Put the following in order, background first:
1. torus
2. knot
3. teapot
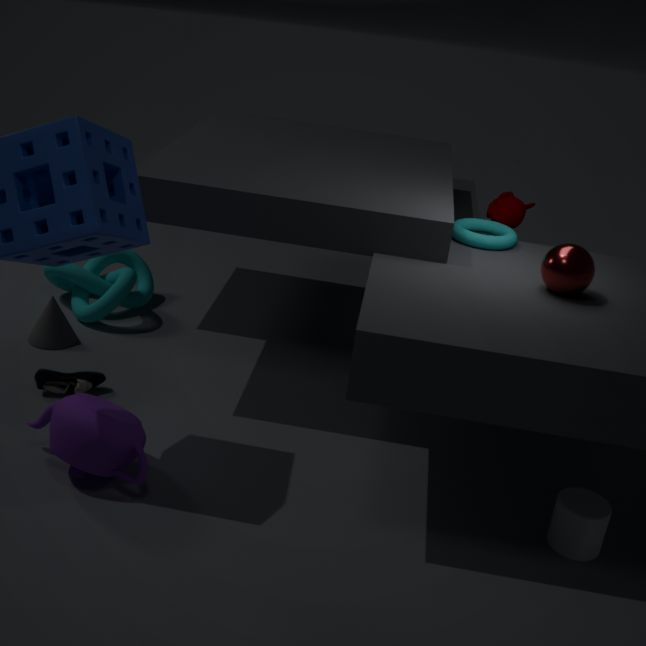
knot → torus → teapot
